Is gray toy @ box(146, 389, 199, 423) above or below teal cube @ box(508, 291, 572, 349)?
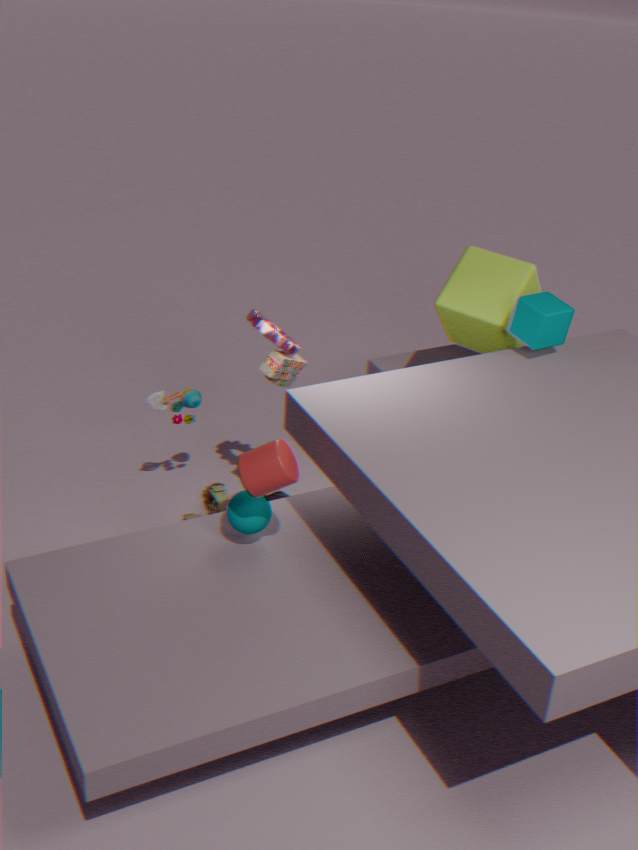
below
